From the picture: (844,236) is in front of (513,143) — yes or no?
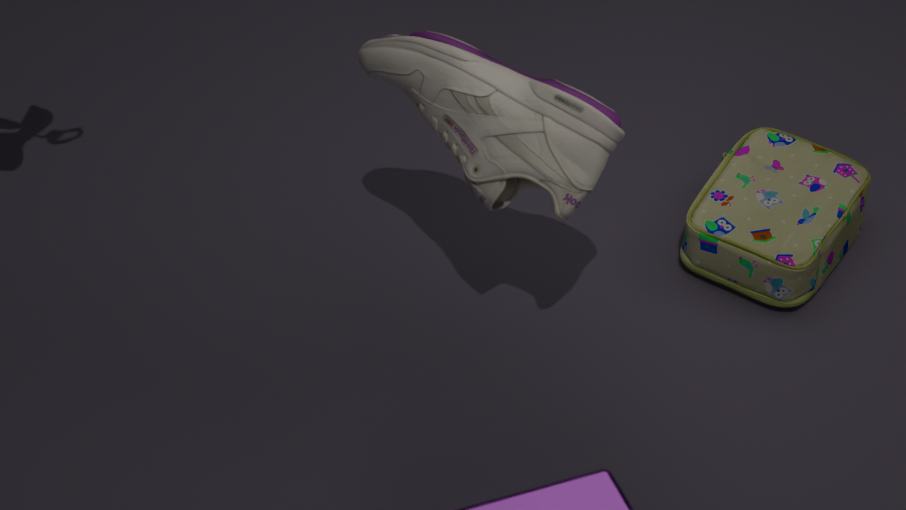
No
